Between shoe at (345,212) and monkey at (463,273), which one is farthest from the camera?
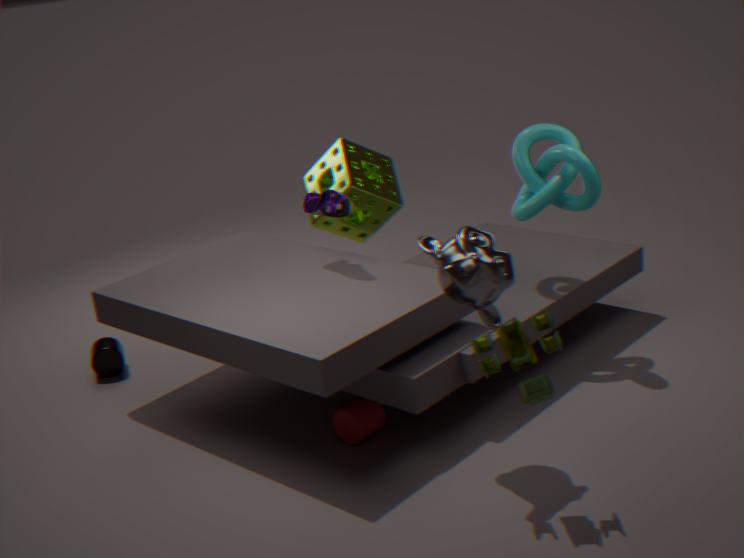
shoe at (345,212)
